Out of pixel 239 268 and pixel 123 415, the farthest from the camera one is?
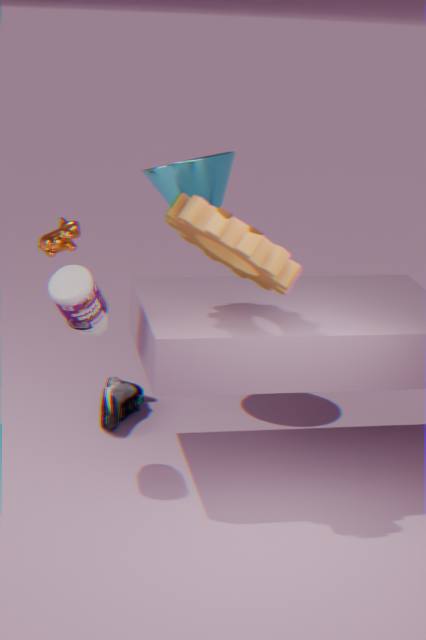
pixel 123 415
